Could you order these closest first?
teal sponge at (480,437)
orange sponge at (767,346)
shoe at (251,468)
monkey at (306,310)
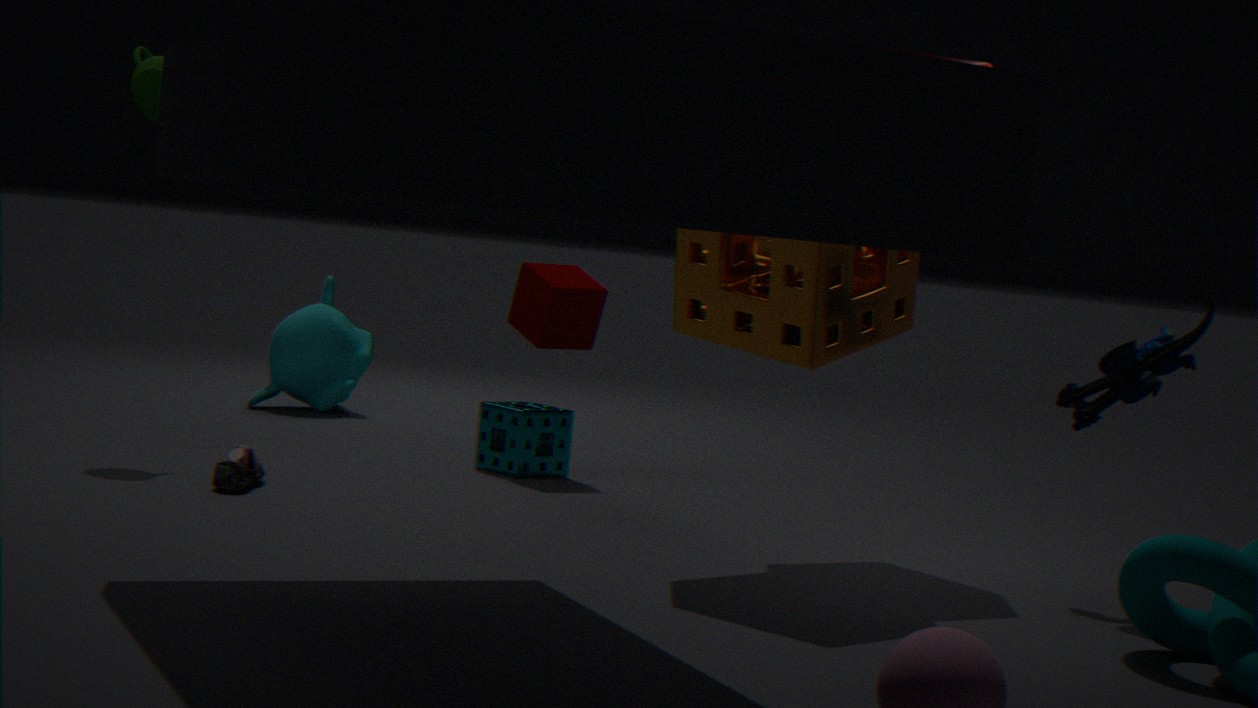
1. orange sponge at (767,346)
2. shoe at (251,468)
3. teal sponge at (480,437)
4. monkey at (306,310)
